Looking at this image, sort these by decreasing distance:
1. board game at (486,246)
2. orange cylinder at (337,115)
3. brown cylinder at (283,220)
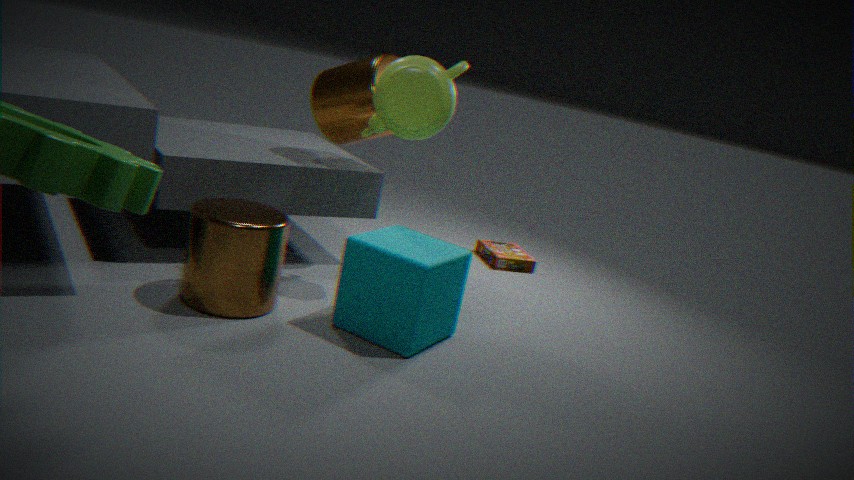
1. board game at (486,246)
2. orange cylinder at (337,115)
3. brown cylinder at (283,220)
